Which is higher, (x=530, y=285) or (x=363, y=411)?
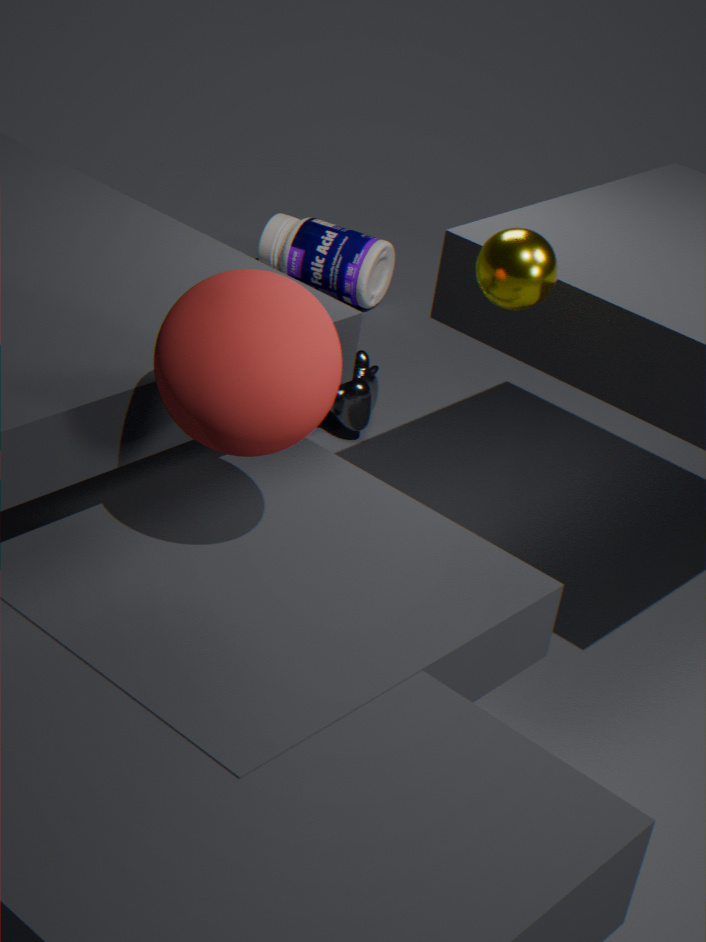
(x=530, y=285)
